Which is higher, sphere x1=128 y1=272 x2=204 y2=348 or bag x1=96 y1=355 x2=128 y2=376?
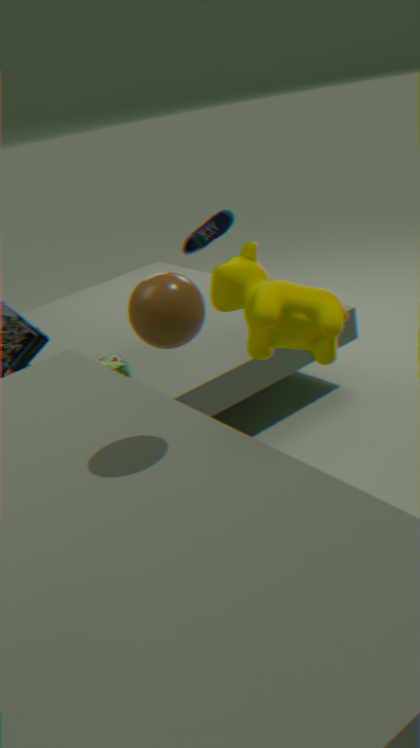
sphere x1=128 y1=272 x2=204 y2=348
